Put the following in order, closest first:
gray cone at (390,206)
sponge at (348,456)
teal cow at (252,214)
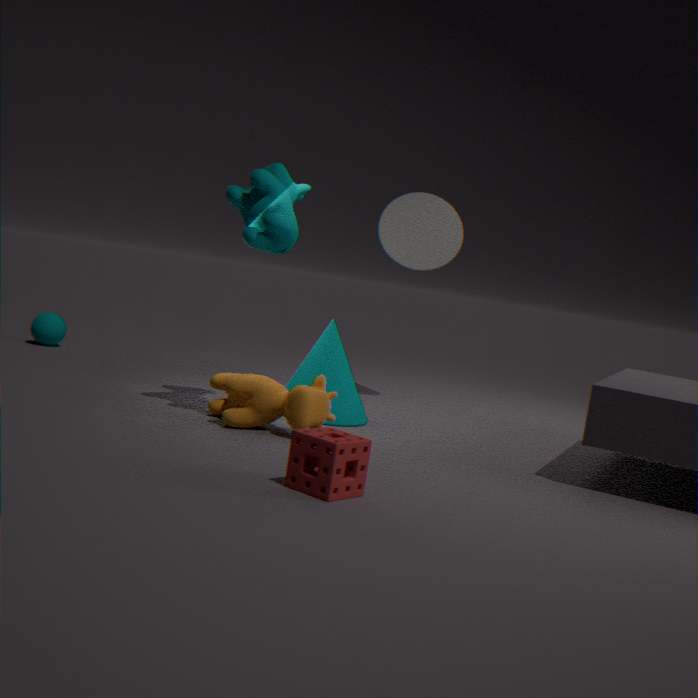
sponge at (348,456), teal cow at (252,214), gray cone at (390,206)
